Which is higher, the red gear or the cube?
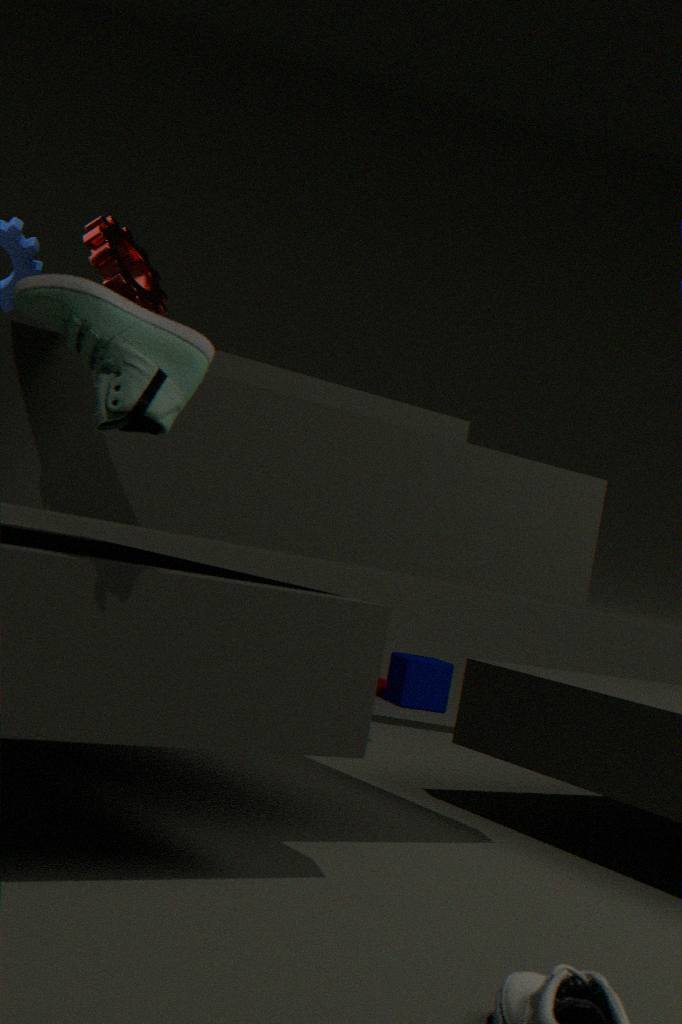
the red gear
